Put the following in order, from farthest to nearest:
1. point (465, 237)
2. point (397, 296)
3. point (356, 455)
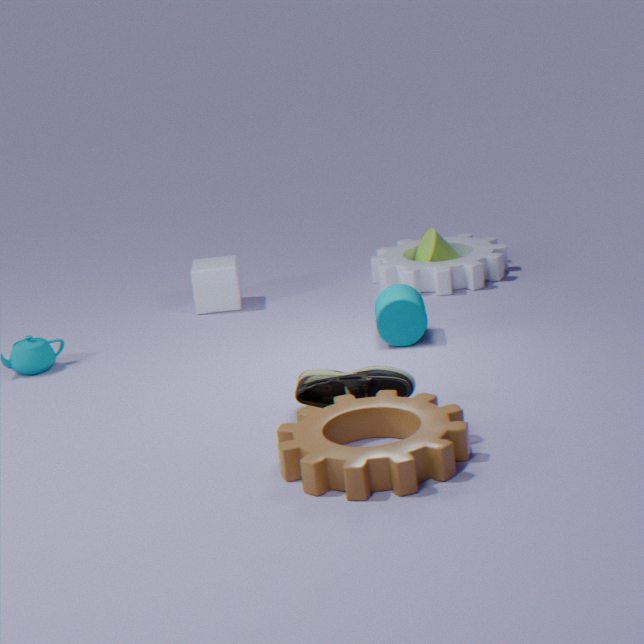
point (465, 237) < point (397, 296) < point (356, 455)
